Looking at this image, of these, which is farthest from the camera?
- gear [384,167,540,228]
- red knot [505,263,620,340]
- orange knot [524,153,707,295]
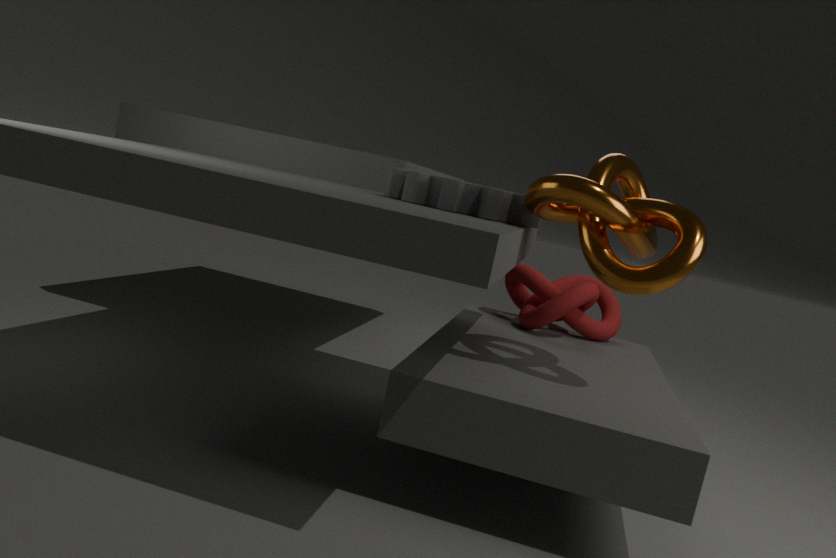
red knot [505,263,620,340]
